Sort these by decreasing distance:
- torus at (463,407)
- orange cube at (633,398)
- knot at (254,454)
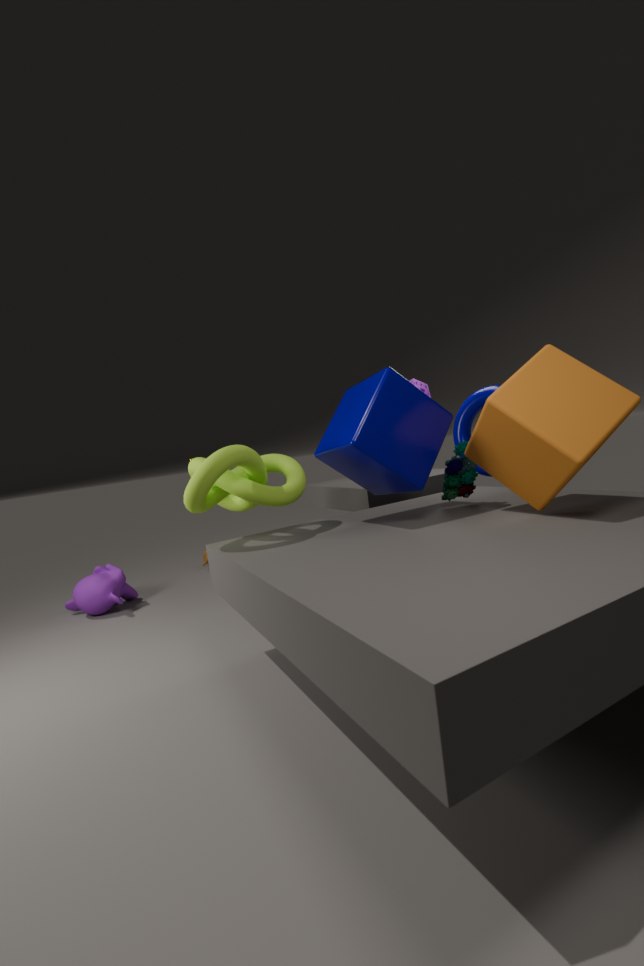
torus at (463,407) → knot at (254,454) → orange cube at (633,398)
